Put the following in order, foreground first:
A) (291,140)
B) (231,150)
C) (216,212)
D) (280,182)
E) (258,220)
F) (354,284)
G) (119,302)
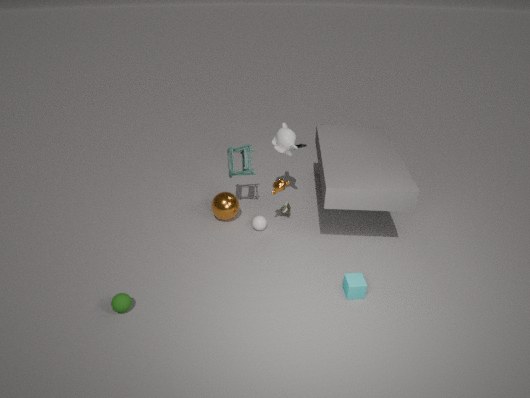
1. (119,302)
2. (354,284)
3. (280,182)
4. (258,220)
5. (216,212)
6. (291,140)
7. (231,150)
